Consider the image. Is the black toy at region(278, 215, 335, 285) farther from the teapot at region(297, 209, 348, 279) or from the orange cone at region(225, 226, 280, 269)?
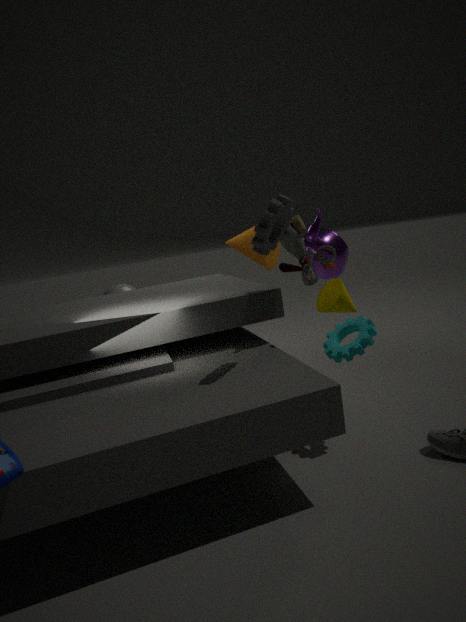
the orange cone at region(225, 226, 280, 269)
